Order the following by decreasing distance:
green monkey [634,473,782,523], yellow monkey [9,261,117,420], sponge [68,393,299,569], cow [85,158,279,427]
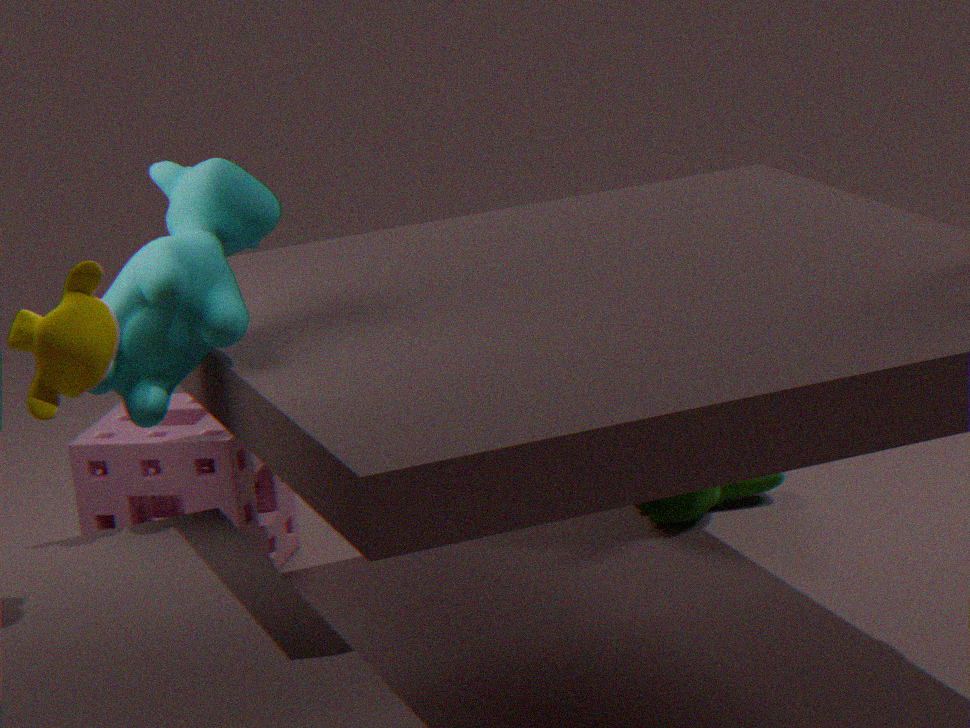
green monkey [634,473,782,523] < sponge [68,393,299,569] < cow [85,158,279,427] < yellow monkey [9,261,117,420]
